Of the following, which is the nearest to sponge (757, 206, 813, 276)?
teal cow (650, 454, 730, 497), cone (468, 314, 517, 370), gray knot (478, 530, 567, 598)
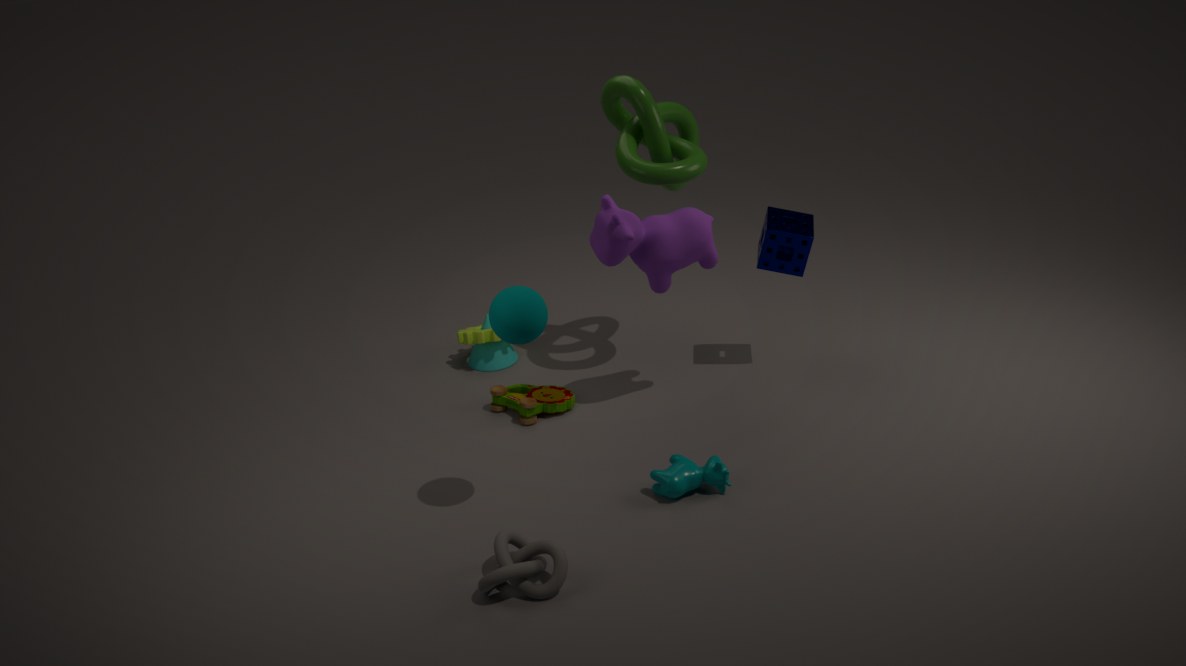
teal cow (650, 454, 730, 497)
